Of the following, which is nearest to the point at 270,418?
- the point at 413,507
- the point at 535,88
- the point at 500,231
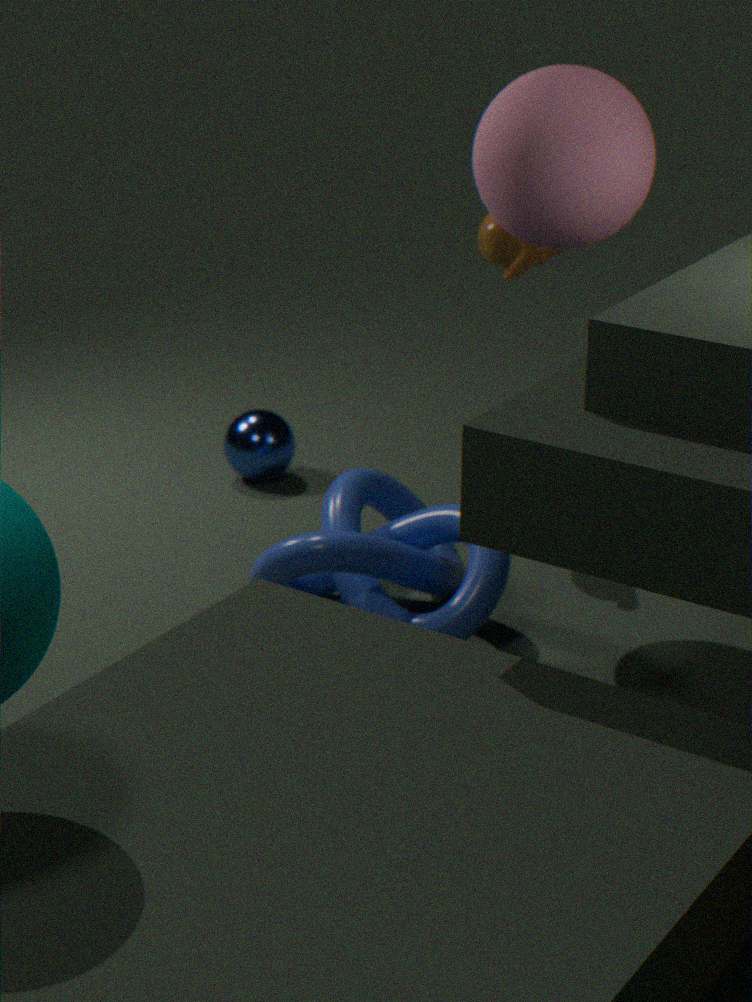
the point at 413,507
